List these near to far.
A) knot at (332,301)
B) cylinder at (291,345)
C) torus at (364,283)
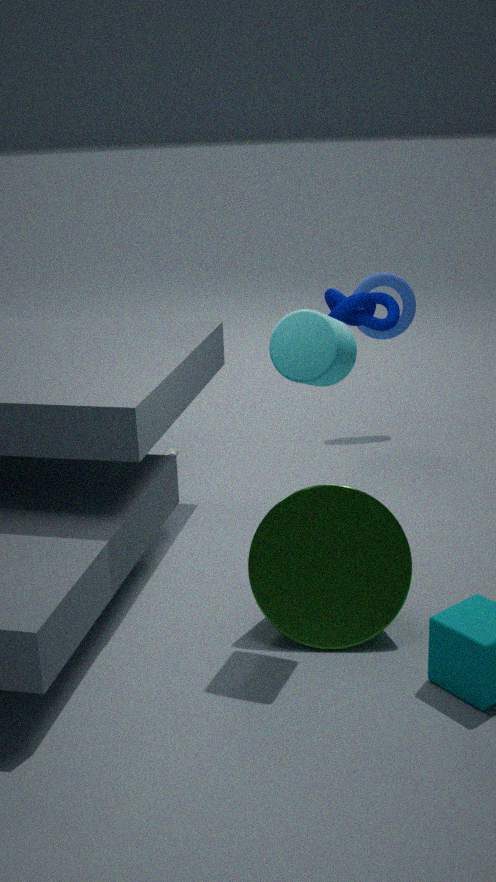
cylinder at (291,345), knot at (332,301), torus at (364,283)
